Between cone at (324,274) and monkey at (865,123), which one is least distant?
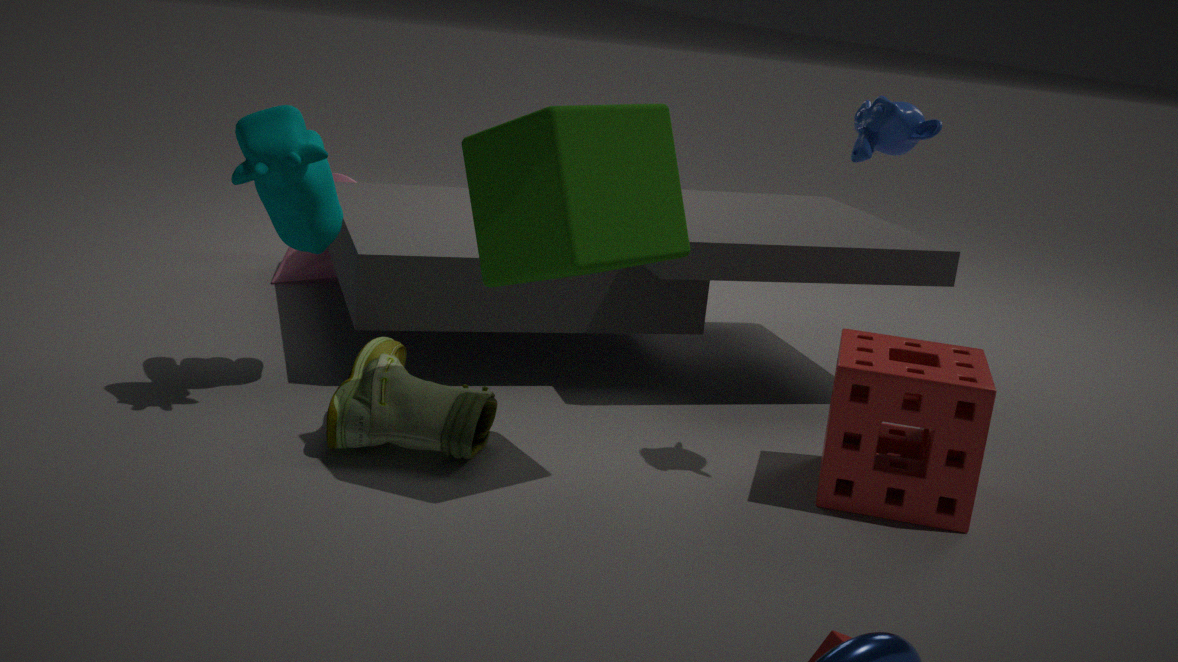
monkey at (865,123)
